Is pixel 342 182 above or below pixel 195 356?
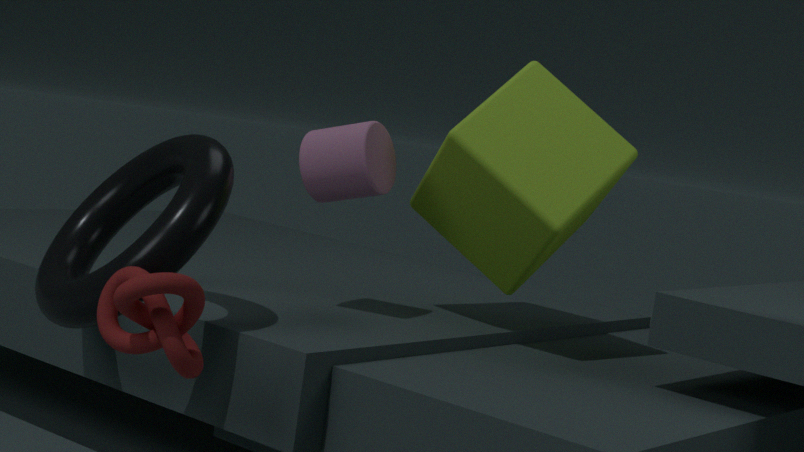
above
